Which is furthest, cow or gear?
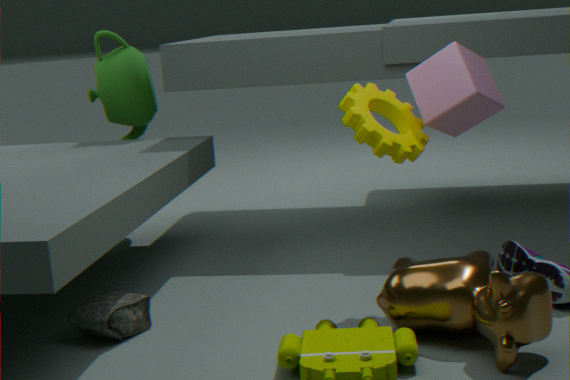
gear
